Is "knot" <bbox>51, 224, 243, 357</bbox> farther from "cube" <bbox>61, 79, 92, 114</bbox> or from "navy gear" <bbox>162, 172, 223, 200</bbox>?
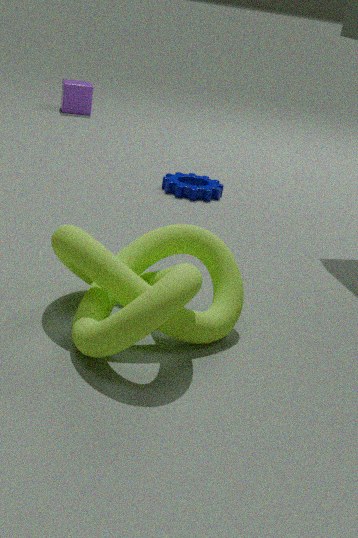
"cube" <bbox>61, 79, 92, 114</bbox>
